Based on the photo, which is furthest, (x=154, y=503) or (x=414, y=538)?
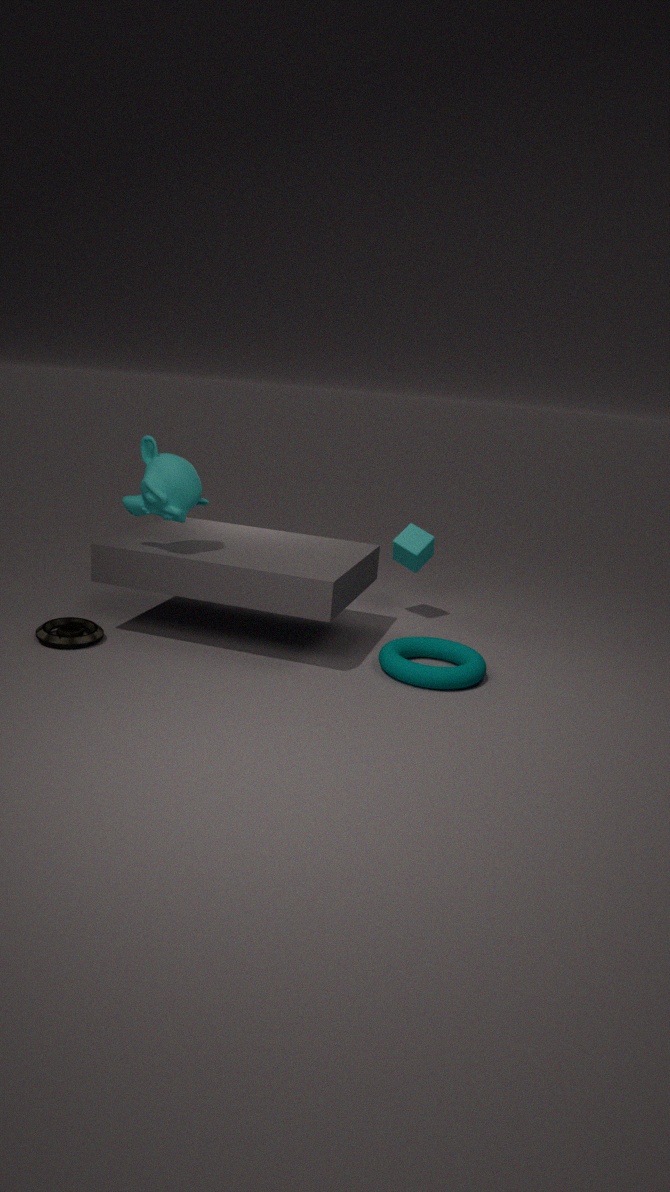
(x=414, y=538)
